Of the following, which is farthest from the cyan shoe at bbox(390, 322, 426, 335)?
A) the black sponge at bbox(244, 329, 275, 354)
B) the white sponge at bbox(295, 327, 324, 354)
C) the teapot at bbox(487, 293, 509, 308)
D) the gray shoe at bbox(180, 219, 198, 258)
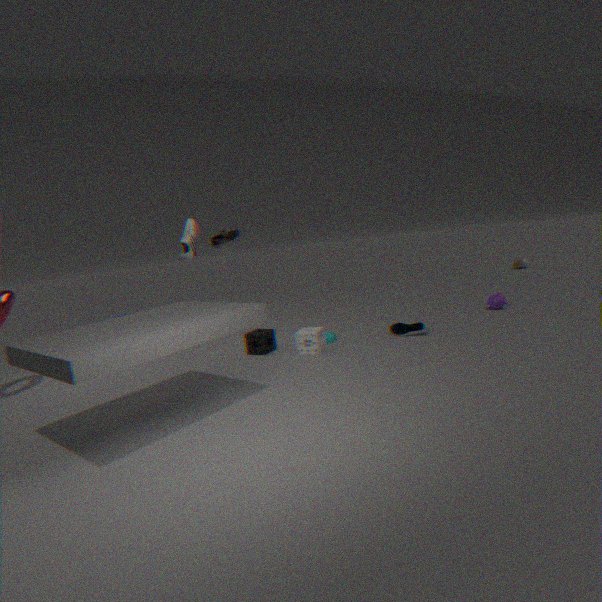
the gray shoe at bbox(180, 219, 198, 258)
